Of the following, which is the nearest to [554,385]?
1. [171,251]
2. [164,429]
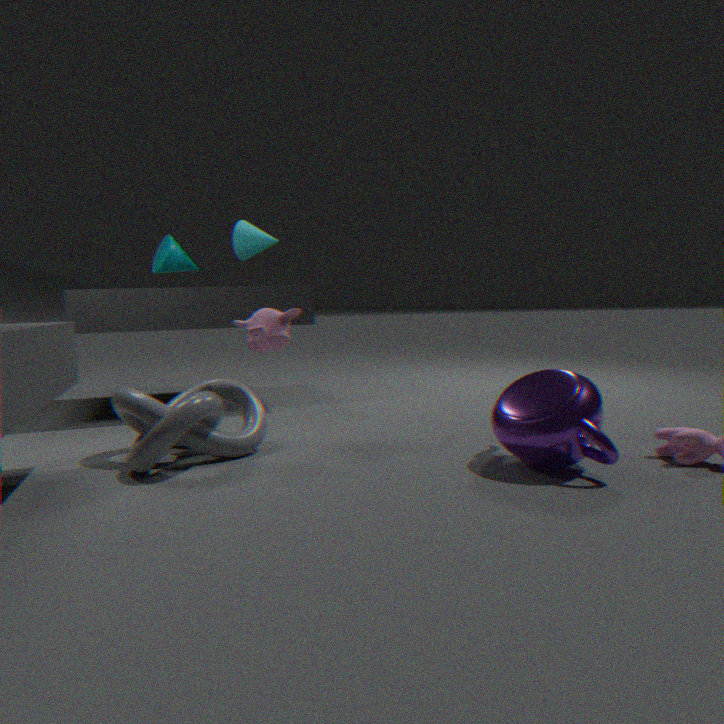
[164,429]
